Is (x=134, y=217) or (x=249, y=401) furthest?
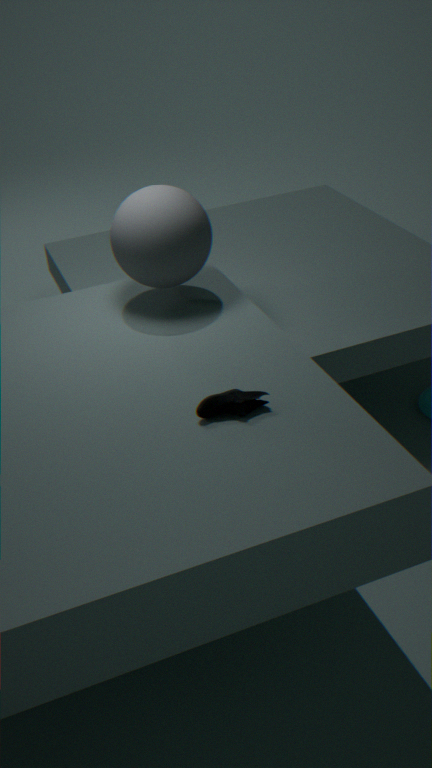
(x=134, y=217)
